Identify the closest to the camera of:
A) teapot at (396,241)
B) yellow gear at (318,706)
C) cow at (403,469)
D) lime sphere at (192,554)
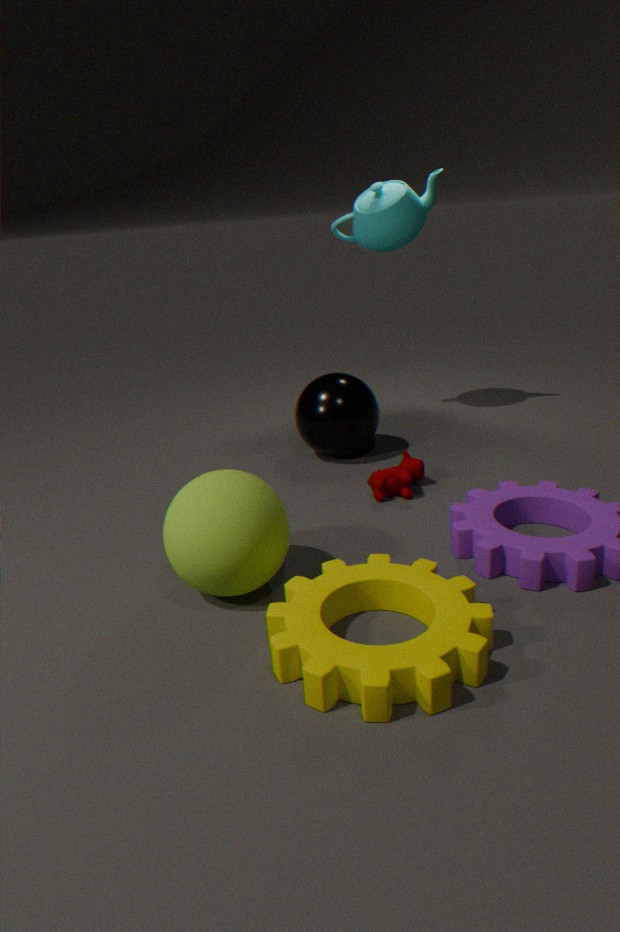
B. yellow gear at (318,706)
